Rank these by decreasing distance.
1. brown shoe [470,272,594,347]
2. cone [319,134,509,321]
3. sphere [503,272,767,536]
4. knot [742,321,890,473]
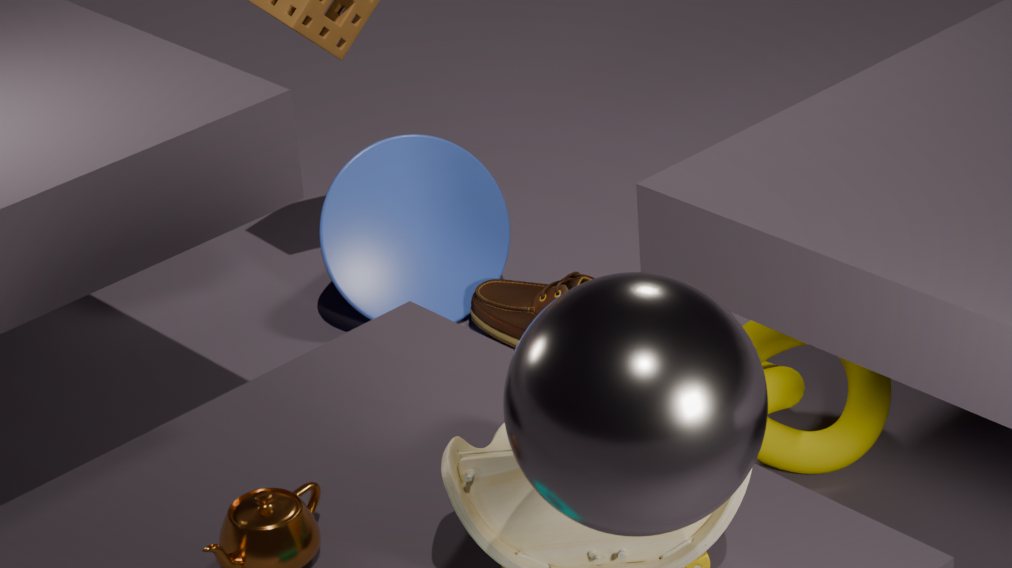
cone [319,134,509,321], brown shoe [470,272,594,347], knot [742,321,890,473], sphere [503,272,767,536]
